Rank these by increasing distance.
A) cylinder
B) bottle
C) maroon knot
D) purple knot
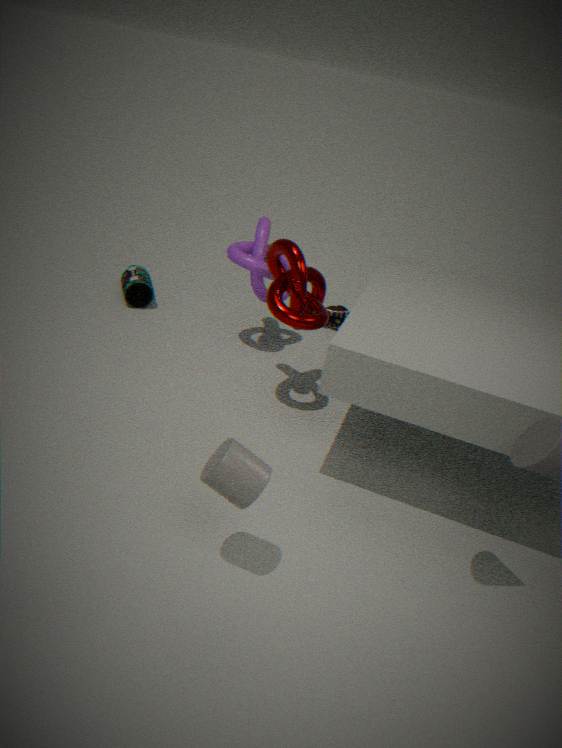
cylinder < maroon knot < purple knot < bottle
